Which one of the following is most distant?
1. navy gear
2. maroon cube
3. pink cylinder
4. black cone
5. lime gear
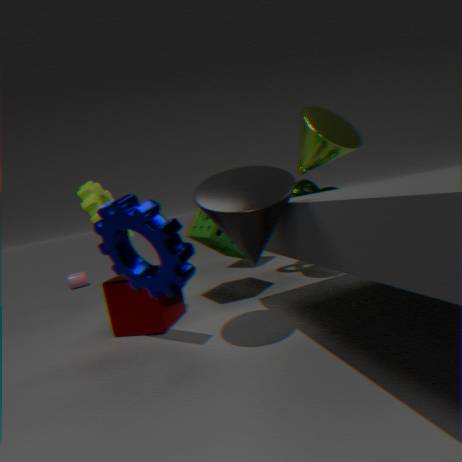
pink cylinder
